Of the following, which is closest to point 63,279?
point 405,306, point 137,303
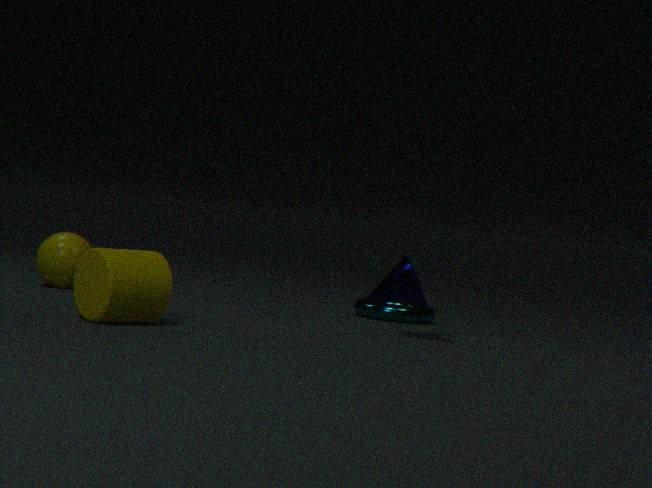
point 137,303
